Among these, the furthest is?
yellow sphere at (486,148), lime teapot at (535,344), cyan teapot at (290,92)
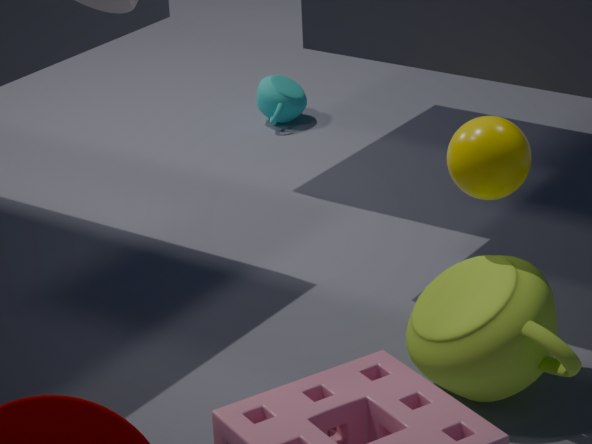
cyan teapot at (290,92)
